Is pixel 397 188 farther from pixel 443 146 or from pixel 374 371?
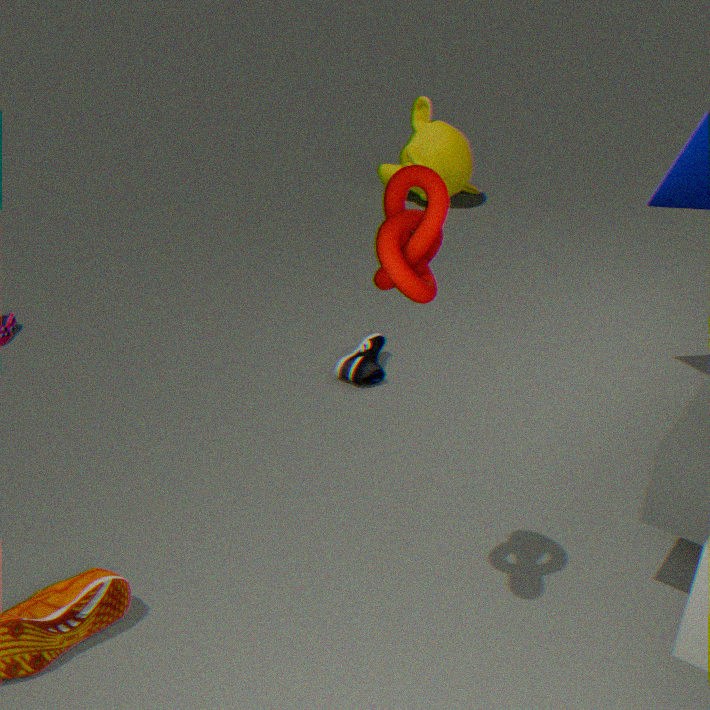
pixel 443 146
